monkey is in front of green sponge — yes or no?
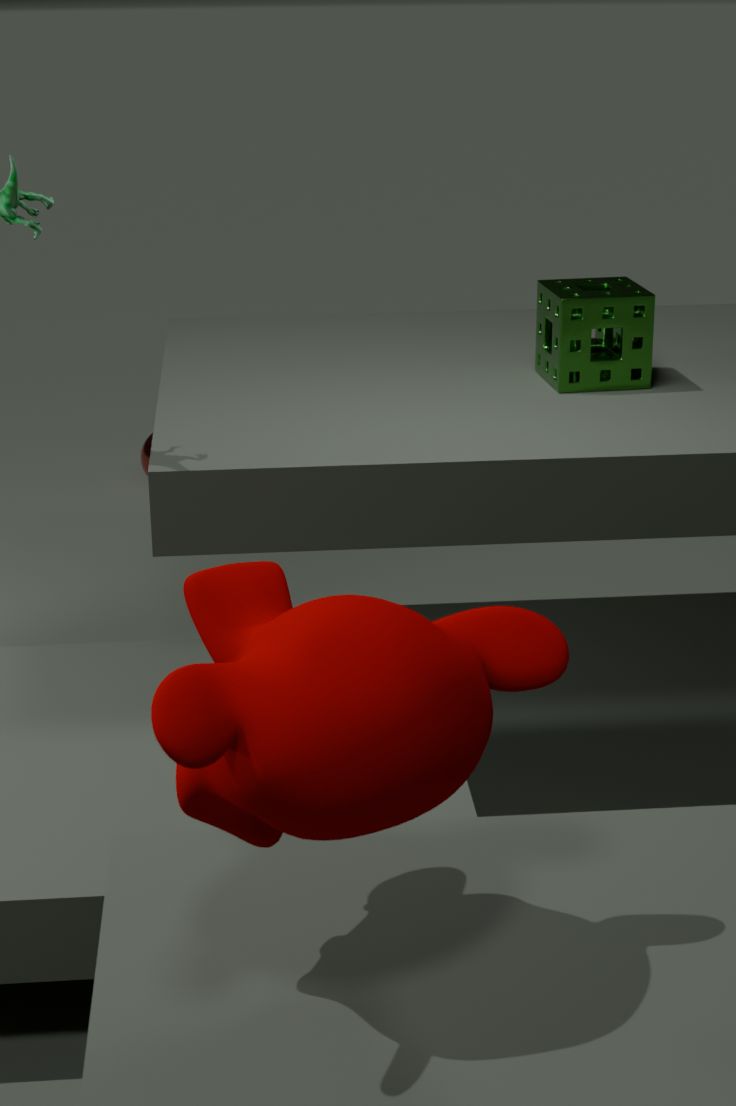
Yes
